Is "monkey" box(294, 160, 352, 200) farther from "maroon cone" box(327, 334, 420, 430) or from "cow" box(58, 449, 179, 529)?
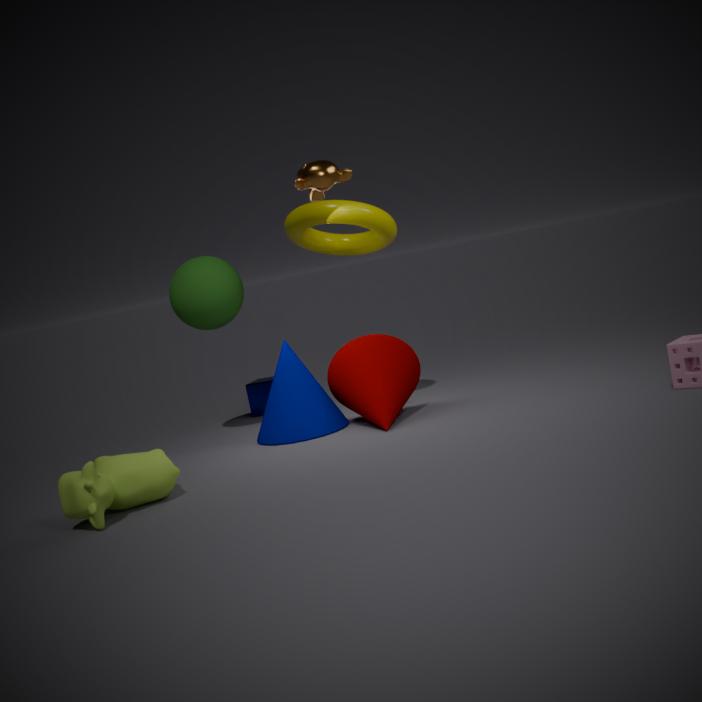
"cow" box(58, 449, 179, 529)
